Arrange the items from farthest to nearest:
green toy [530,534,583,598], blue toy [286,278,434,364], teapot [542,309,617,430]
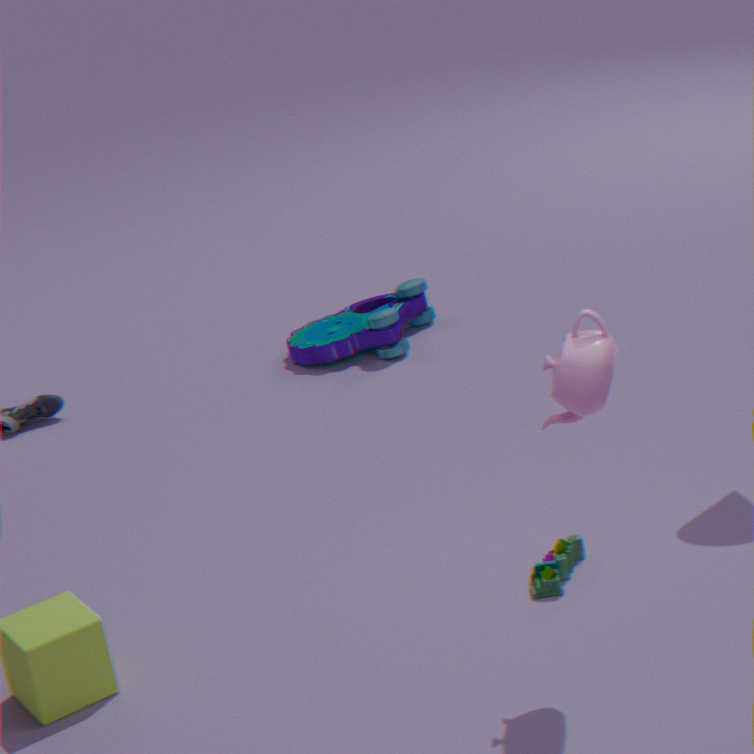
blue toy [286,278,434,364], green toy [530,534,583,598], teapot [542,309,617,430]
